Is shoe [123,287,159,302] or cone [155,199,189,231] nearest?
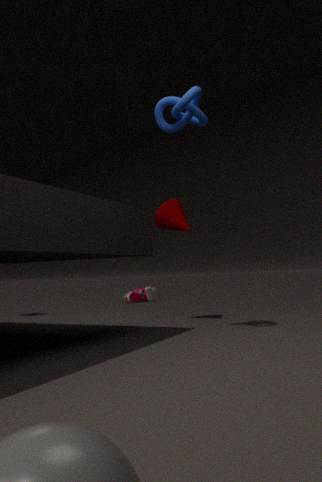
cone [155,199,189,231]
